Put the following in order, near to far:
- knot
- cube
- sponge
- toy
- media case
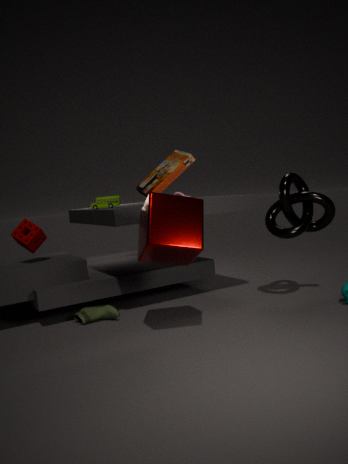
cube
media case
knot
sponge
toy
